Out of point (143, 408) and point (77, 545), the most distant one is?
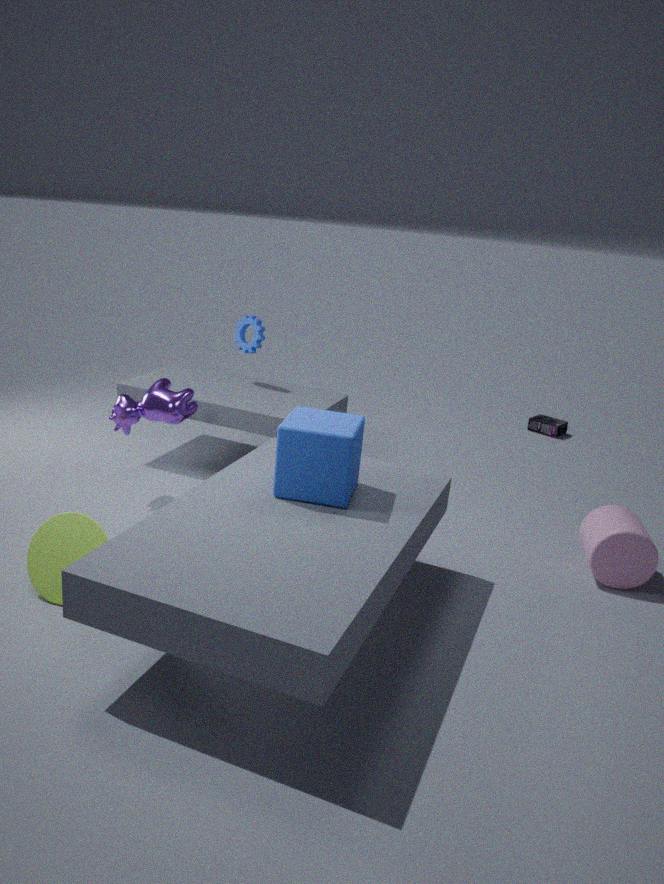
point (143, 408)
